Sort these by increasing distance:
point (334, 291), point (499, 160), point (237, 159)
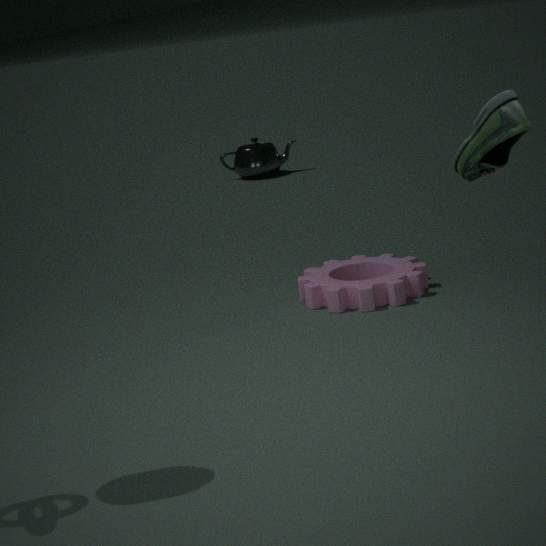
point (499, 160), point (334, 291), point (237, 159)
